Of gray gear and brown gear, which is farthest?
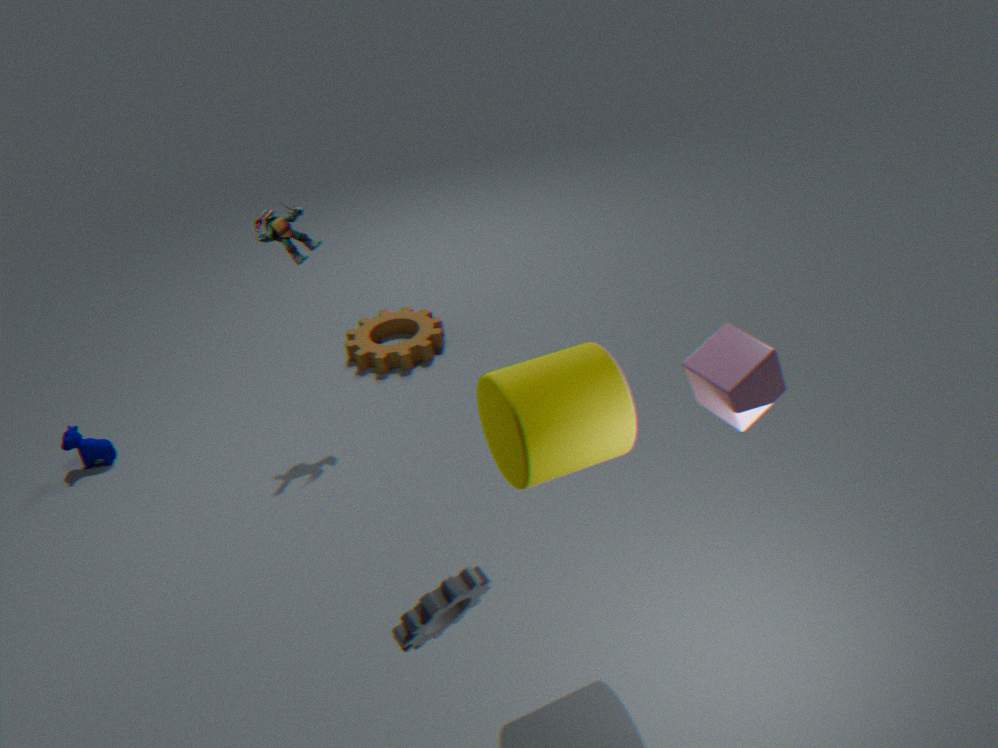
brown gear
